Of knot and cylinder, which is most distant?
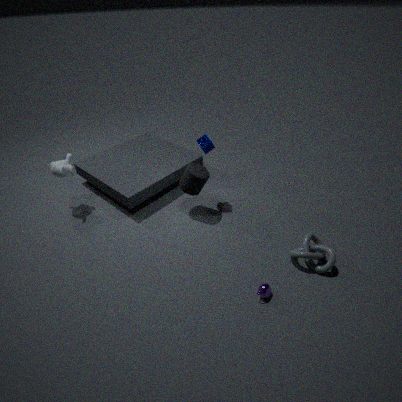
cylinder
